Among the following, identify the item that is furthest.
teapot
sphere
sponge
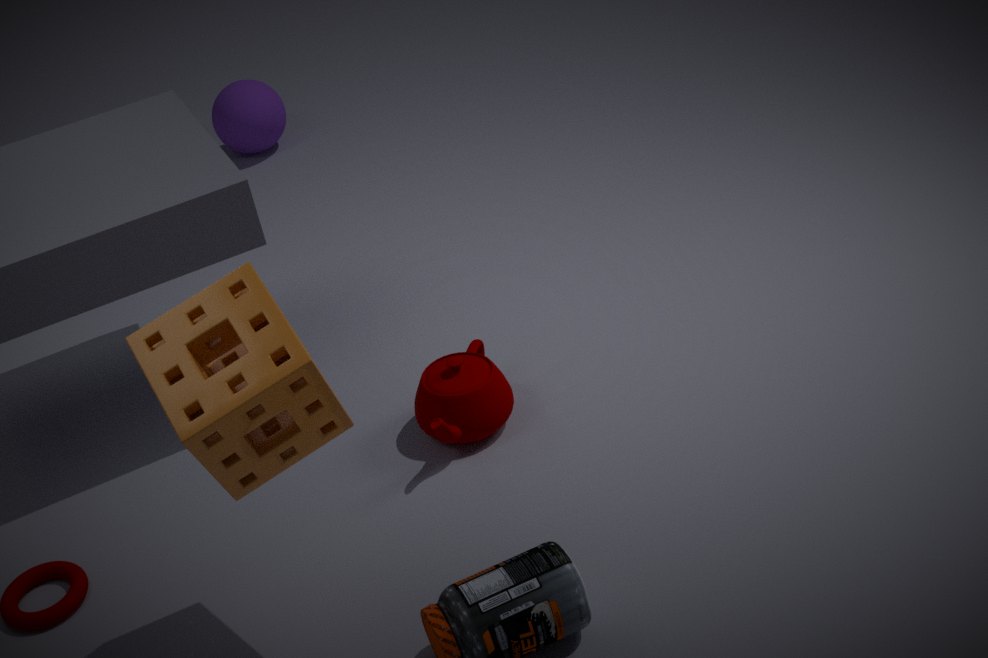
sphere
